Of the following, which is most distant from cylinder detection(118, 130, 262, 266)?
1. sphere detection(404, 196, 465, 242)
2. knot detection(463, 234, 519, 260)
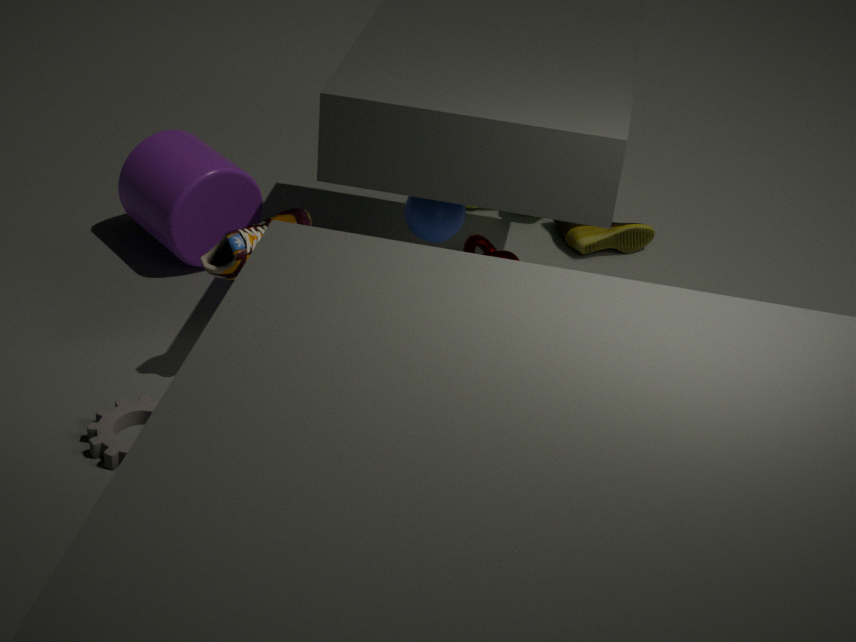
sphere detection(404, 196, 465, 242)
